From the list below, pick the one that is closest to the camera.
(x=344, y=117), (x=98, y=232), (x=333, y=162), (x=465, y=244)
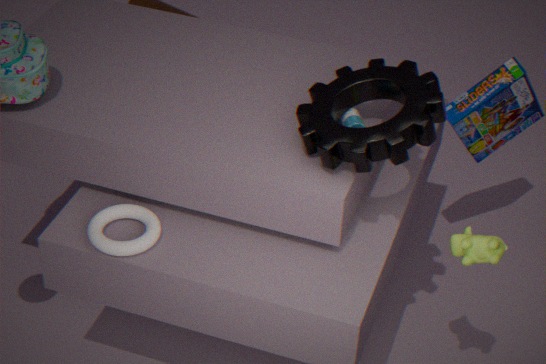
(x=333, y=162)
